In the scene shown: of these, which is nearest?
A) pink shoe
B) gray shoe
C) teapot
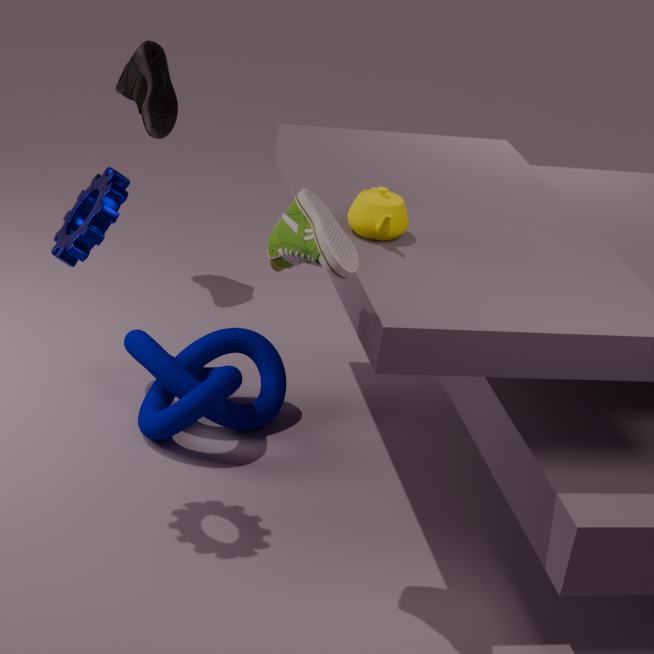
gray shoe
